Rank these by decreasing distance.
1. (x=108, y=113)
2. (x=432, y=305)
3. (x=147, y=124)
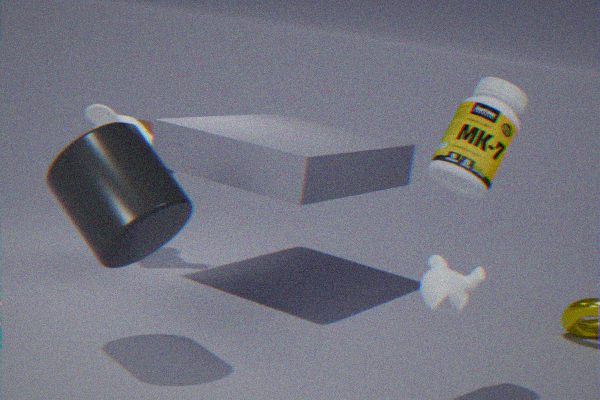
(x=147, y=124)
(x=108, y=113)
(x=432, y=305)
